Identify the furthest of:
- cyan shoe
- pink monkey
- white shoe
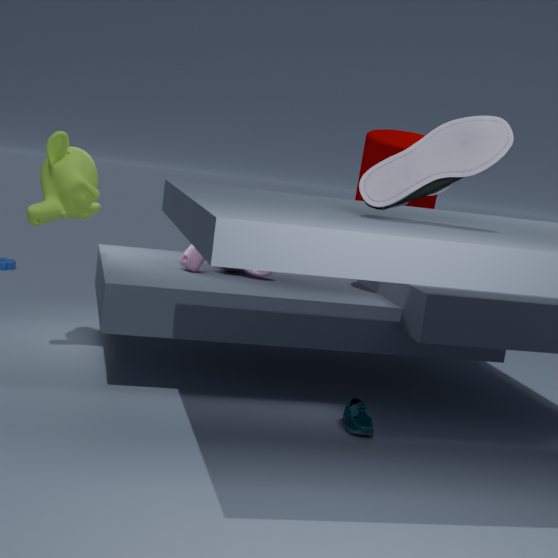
pink monkey
